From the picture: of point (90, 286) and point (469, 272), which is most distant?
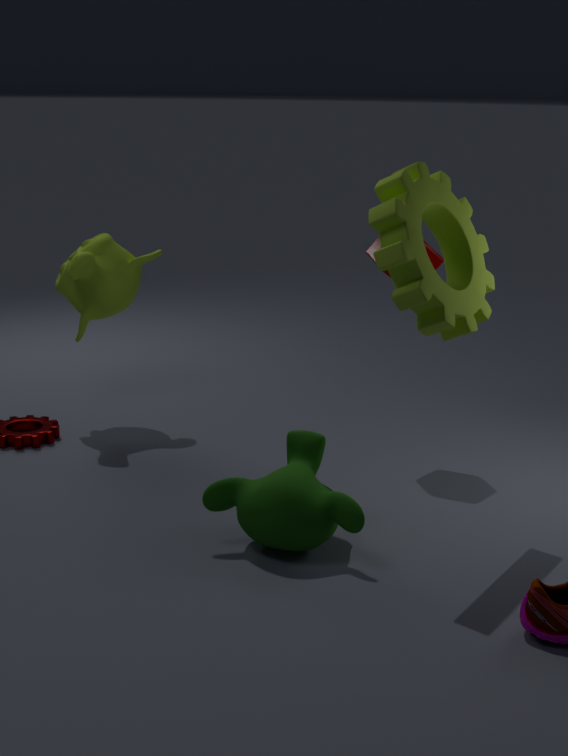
point (90, 286)
